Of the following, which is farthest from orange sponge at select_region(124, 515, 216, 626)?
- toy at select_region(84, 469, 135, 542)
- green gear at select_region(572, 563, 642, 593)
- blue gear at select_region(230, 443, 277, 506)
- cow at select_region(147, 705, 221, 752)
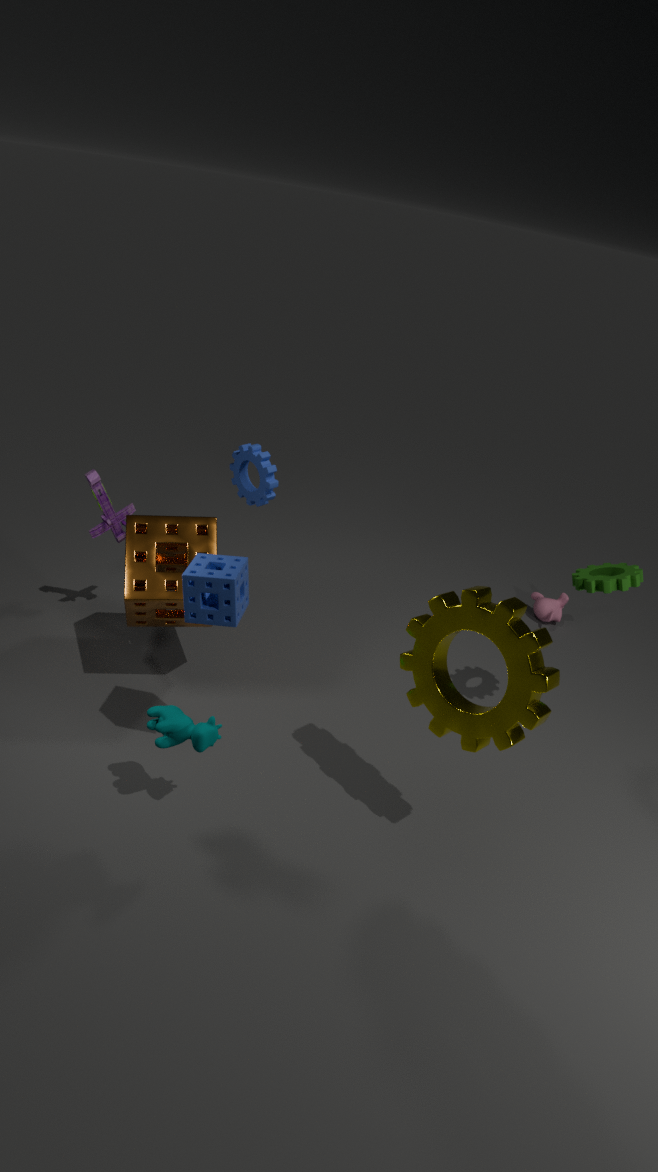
green gear at select_region(572, 563, 642, 593)
